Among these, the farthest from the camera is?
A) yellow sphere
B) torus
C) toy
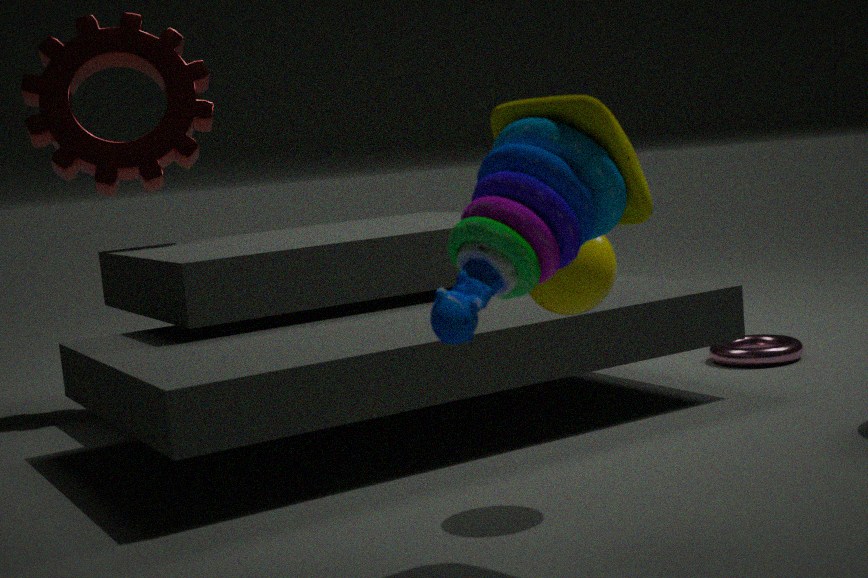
torus
